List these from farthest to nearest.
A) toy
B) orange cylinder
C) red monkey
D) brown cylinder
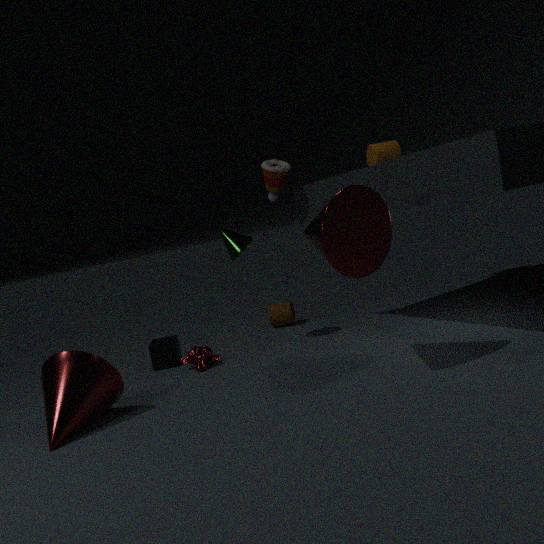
brown cylinder < toy < orange cylinder < red monkey
